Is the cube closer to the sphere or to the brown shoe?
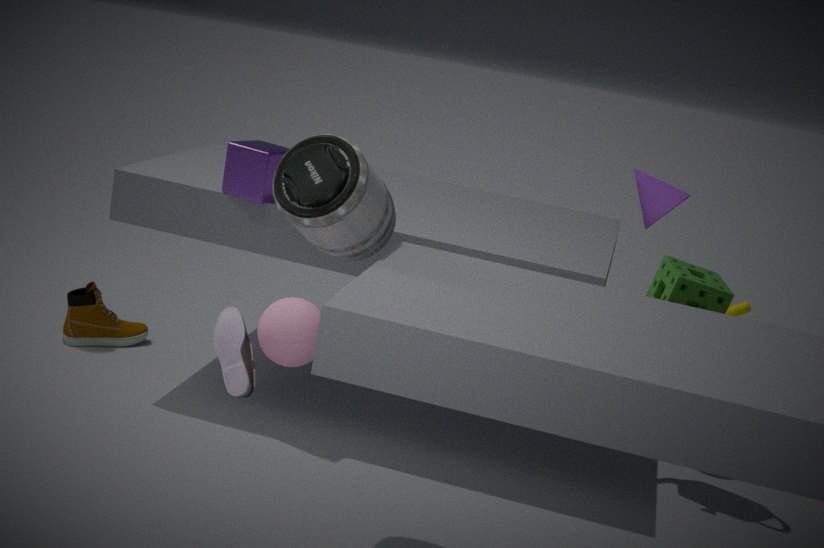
the brown shoe
